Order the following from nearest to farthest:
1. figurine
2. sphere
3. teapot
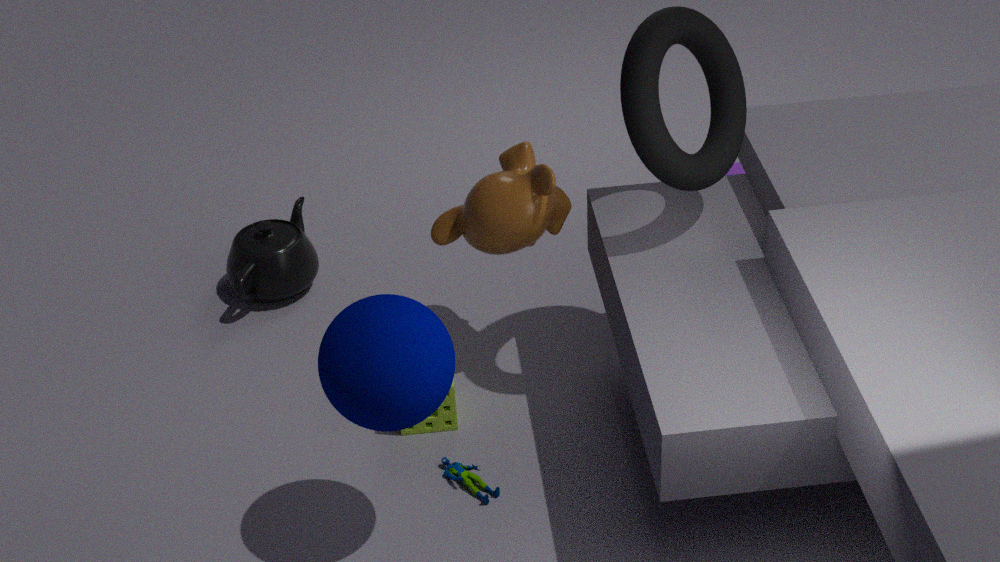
1. sphere
2. figurine
3. teapot
